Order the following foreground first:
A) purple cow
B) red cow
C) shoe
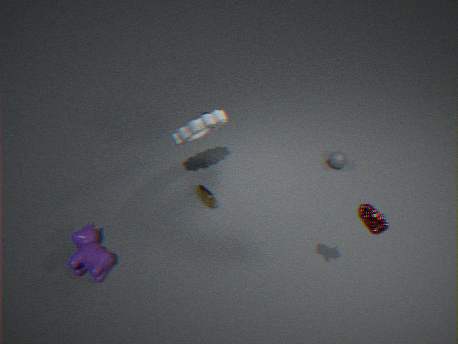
1. red cow
2. purple cow
3. shoe
